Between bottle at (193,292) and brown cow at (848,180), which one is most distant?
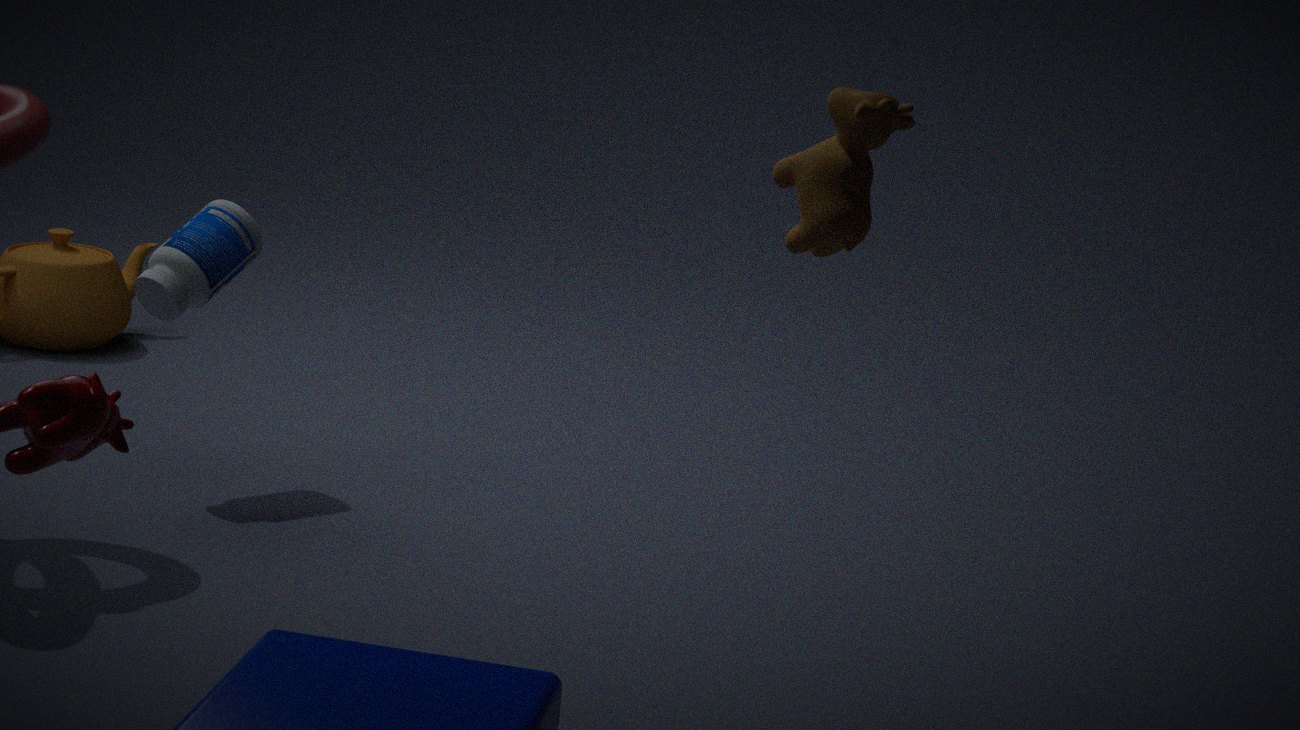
bottle at (193,292)
